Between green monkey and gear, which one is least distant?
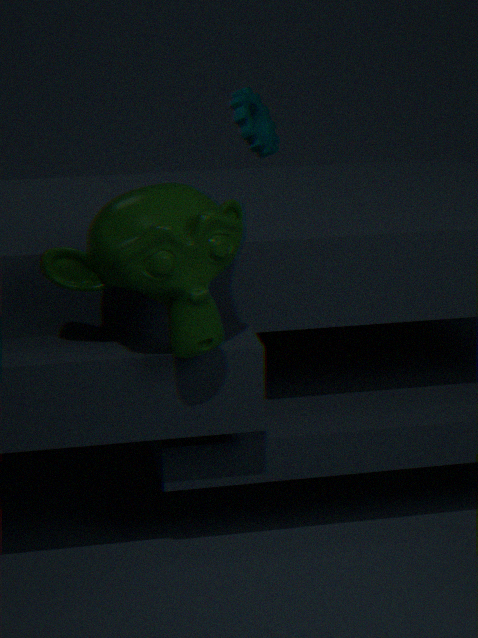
green monkey
